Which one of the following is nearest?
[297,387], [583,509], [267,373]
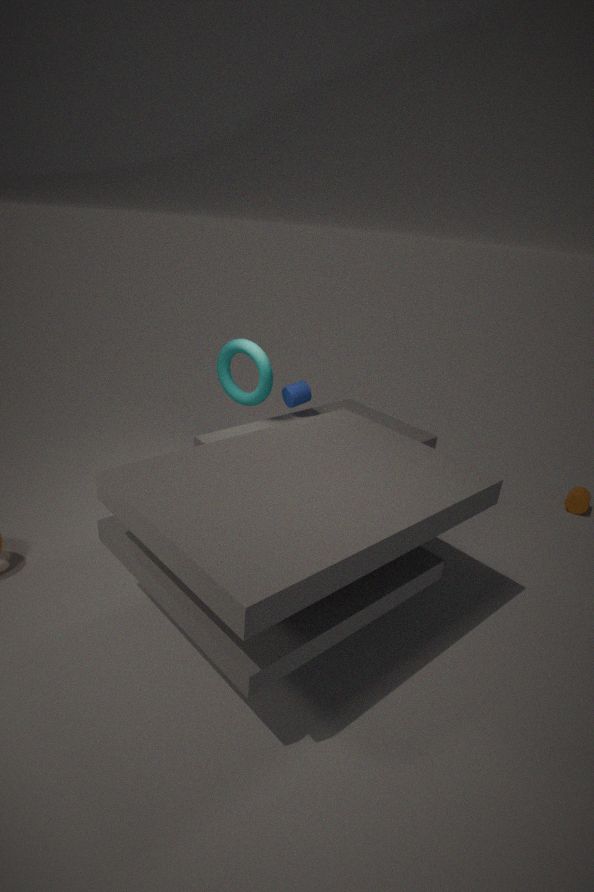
[267,373]
